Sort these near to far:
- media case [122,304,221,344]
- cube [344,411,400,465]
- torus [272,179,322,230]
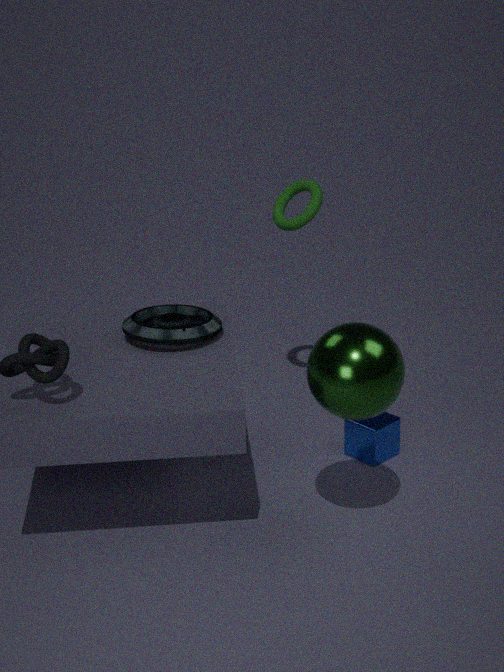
media case [122,304,221,344], cube [344,411,400,465], torus [272,179,322,230]
